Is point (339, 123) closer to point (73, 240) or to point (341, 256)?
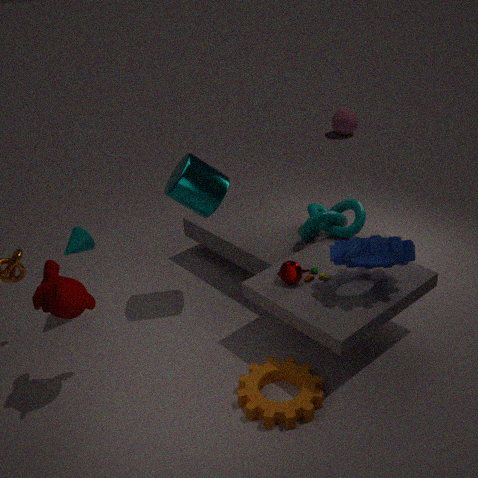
point (341, 256)
